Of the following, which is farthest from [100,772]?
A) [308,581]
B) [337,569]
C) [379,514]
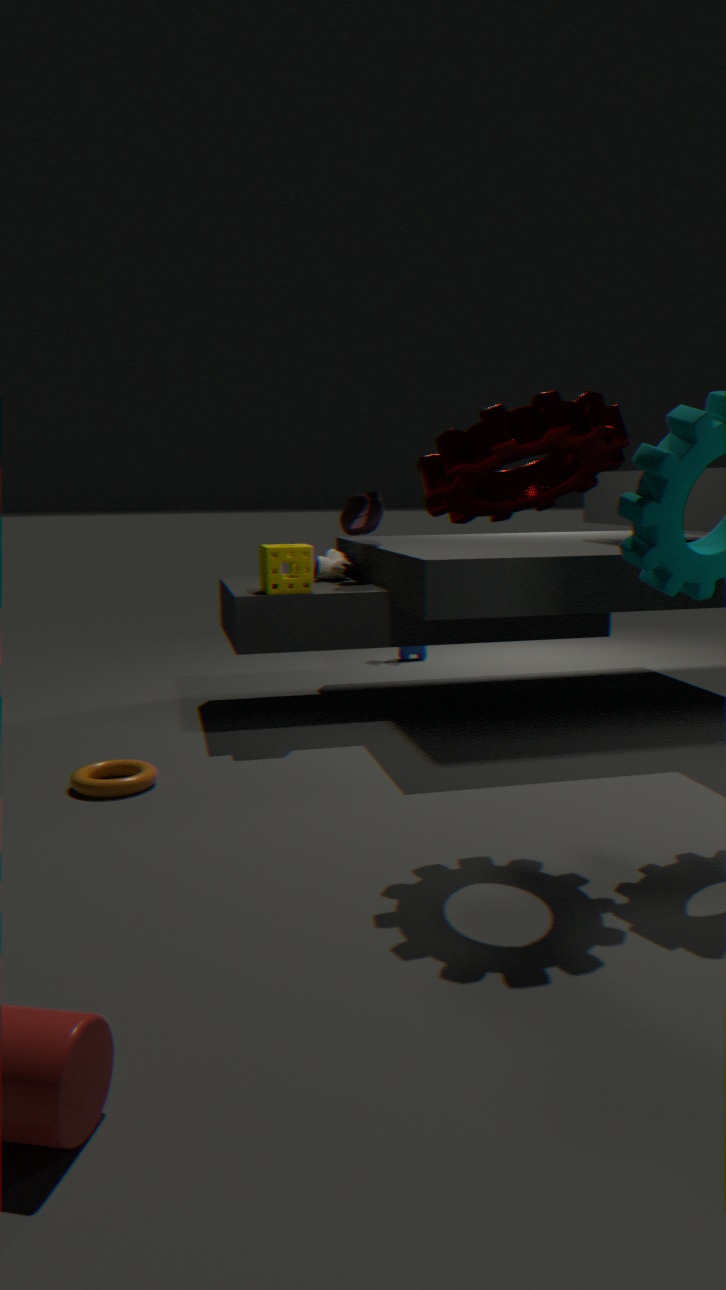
[379,514]
